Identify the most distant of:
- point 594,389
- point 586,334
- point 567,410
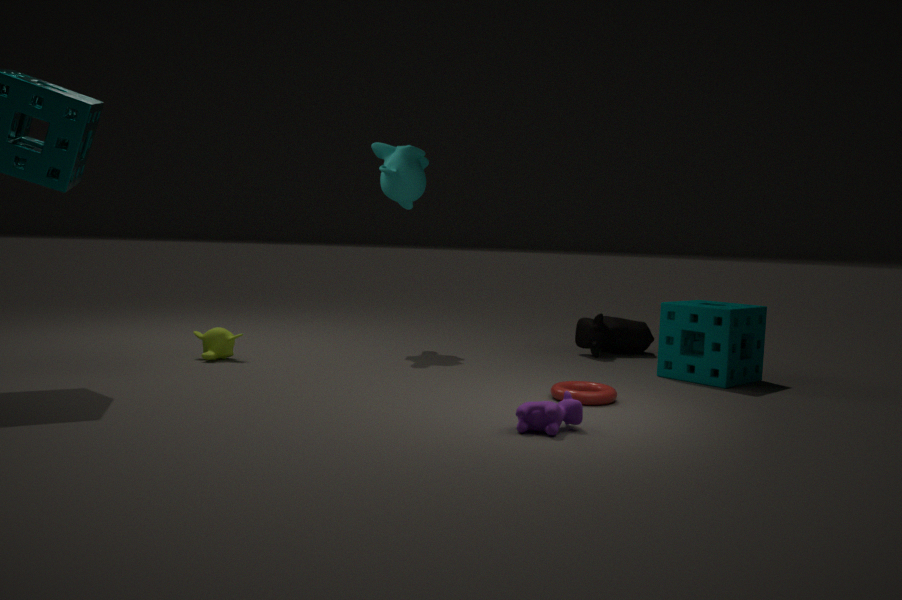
point 586,334
